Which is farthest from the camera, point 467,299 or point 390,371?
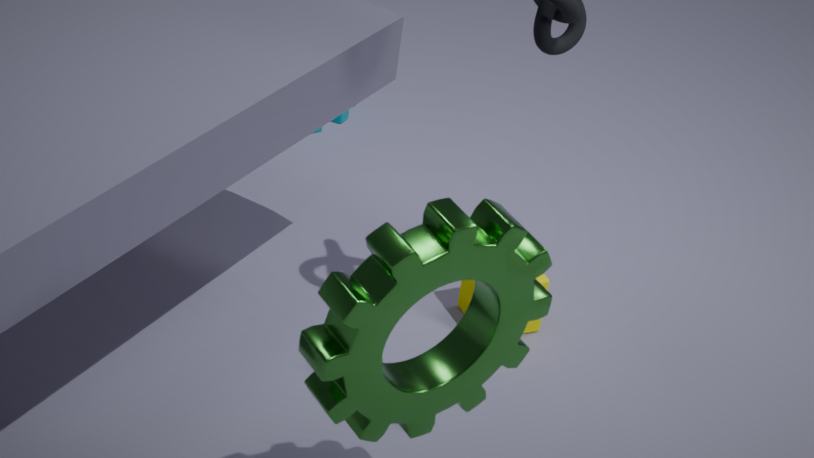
point 467,299
